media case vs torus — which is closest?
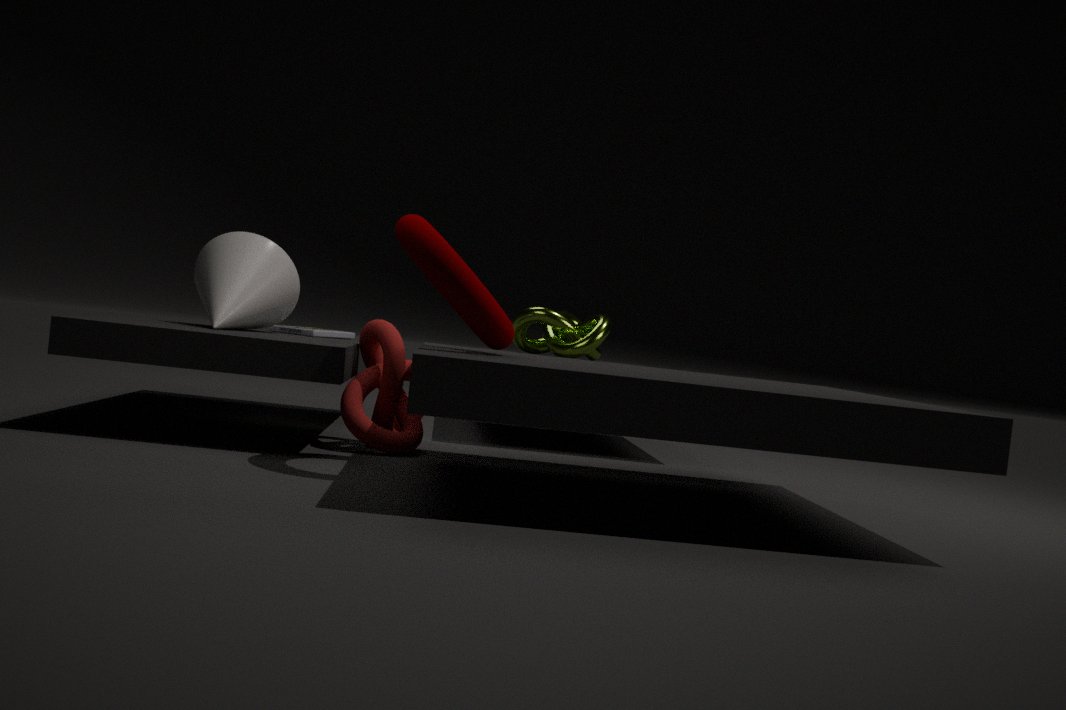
torus
